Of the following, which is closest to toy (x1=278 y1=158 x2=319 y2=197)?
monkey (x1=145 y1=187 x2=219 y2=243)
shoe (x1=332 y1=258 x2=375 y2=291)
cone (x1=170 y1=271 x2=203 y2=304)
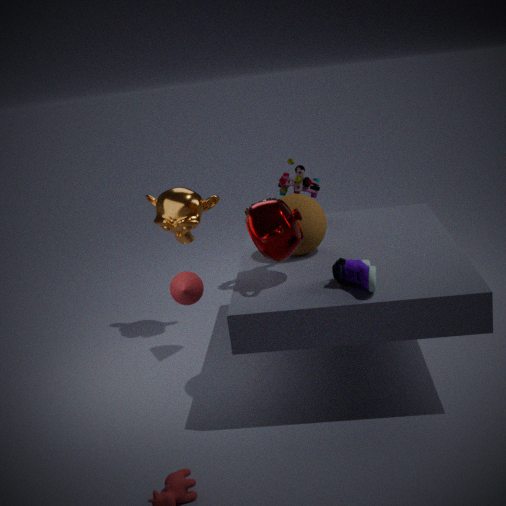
monkey (x1=145 y1=187 x2=219 y2=243)
